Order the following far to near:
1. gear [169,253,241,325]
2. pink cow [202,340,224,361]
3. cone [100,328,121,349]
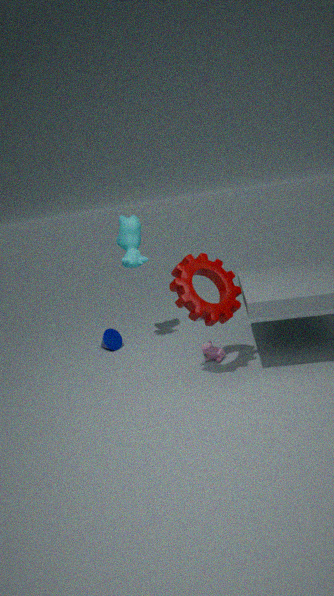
1. cone [100,328,121,349]
2. pink cow [202,340,224,361]
3. gear [169,253,241,325]
